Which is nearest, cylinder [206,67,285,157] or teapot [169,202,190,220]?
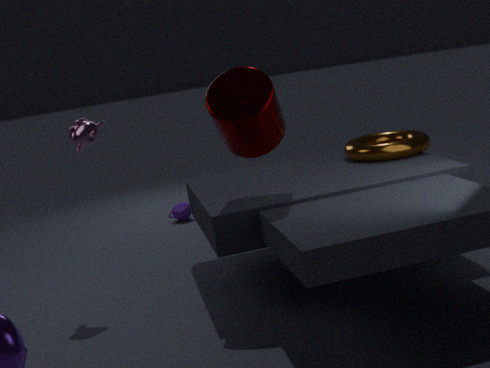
cylinder [206,67,285,157]
